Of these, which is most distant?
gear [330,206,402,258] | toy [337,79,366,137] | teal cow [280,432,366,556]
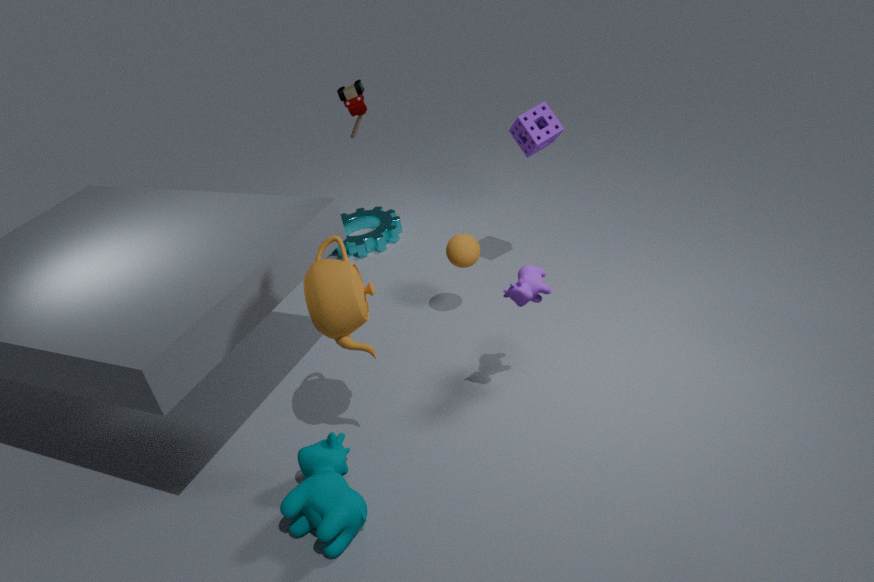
gear [330,206,402,258]
